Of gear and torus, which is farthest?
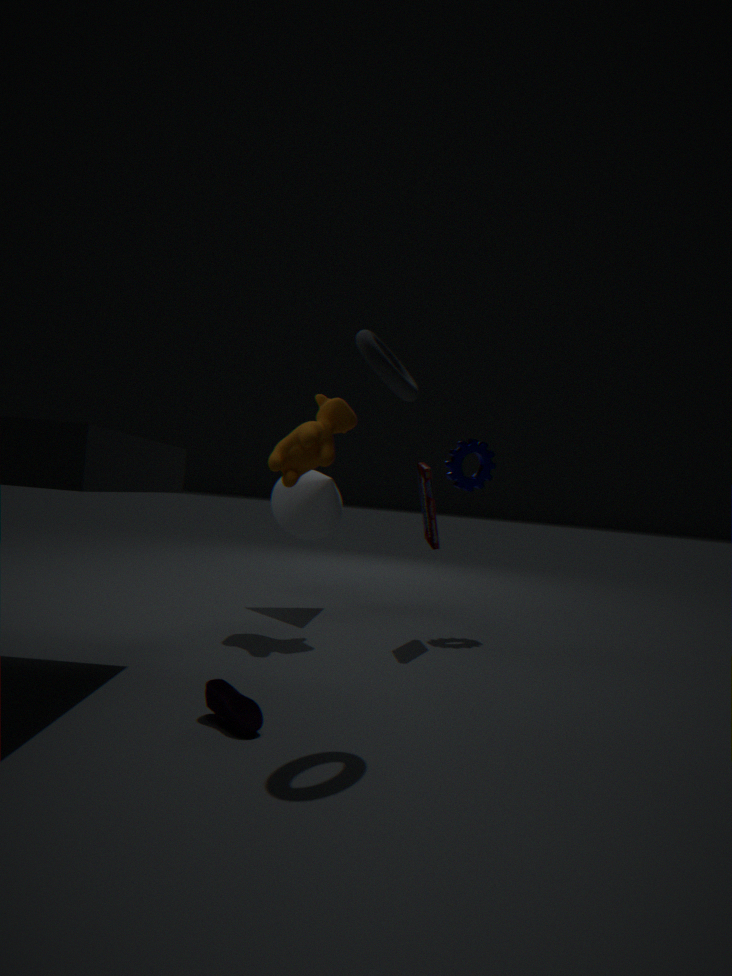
gear
